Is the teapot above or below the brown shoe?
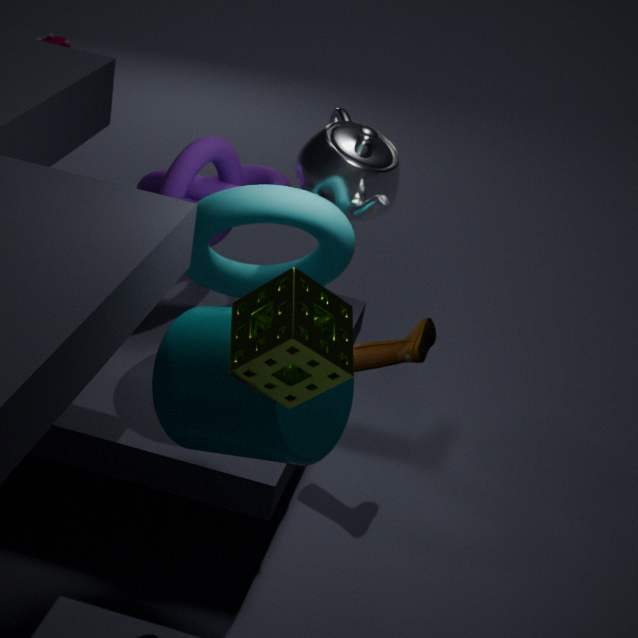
above
